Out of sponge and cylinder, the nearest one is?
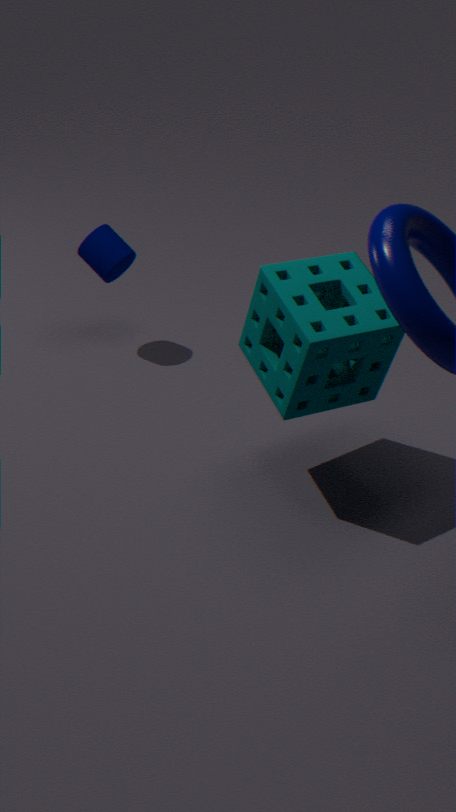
sponge
